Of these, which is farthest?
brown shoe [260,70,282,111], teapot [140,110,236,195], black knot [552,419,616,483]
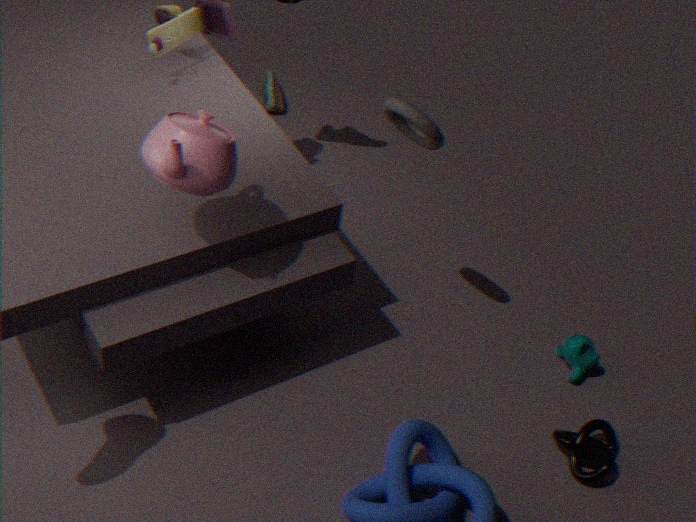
brown shoe [260,70,282,111]
